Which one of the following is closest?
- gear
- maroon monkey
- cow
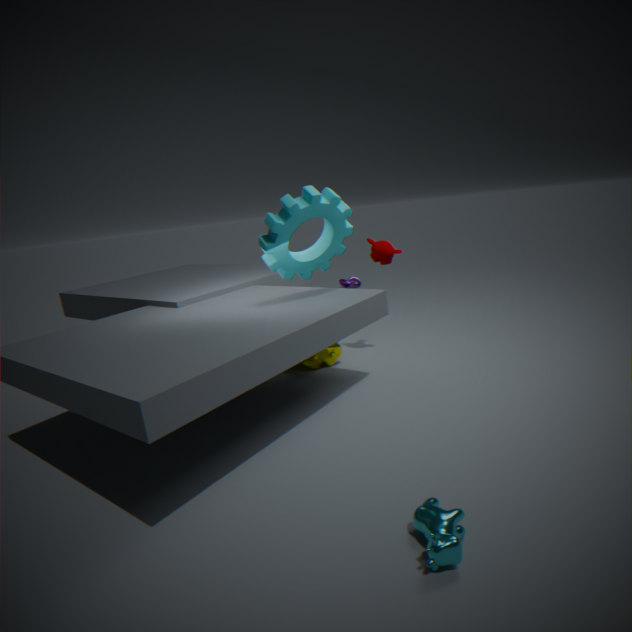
cow
